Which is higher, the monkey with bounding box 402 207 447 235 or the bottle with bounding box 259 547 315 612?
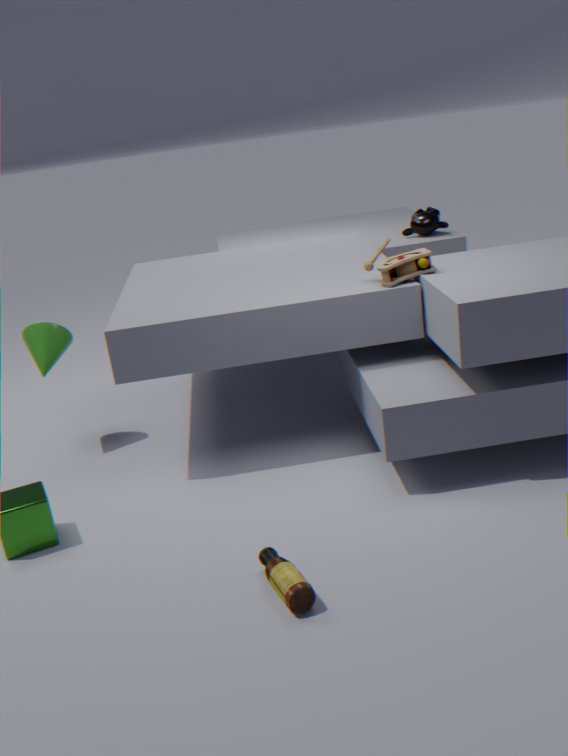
the monkey with bounding box 402 207 447 235
